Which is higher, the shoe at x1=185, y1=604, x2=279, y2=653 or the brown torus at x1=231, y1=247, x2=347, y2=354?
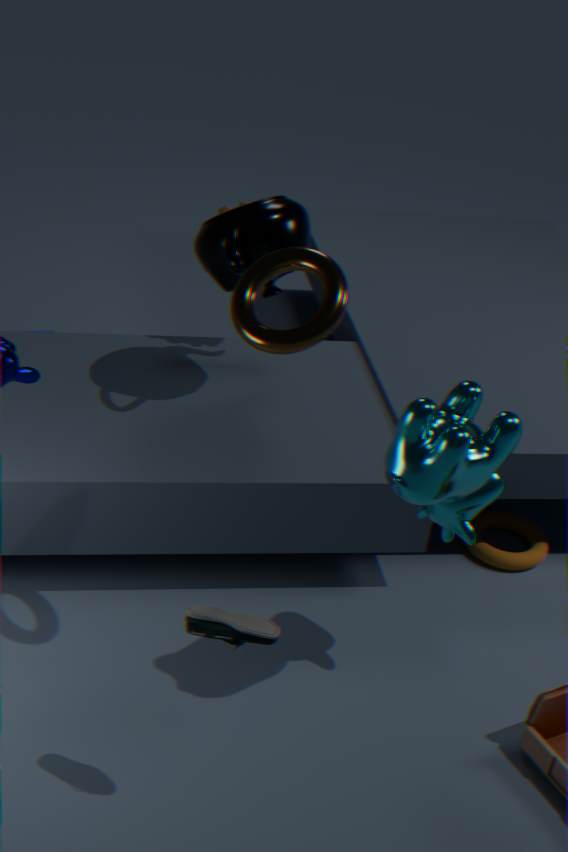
the brown torus at x1=231, y1=247, x2=347, y2=354
